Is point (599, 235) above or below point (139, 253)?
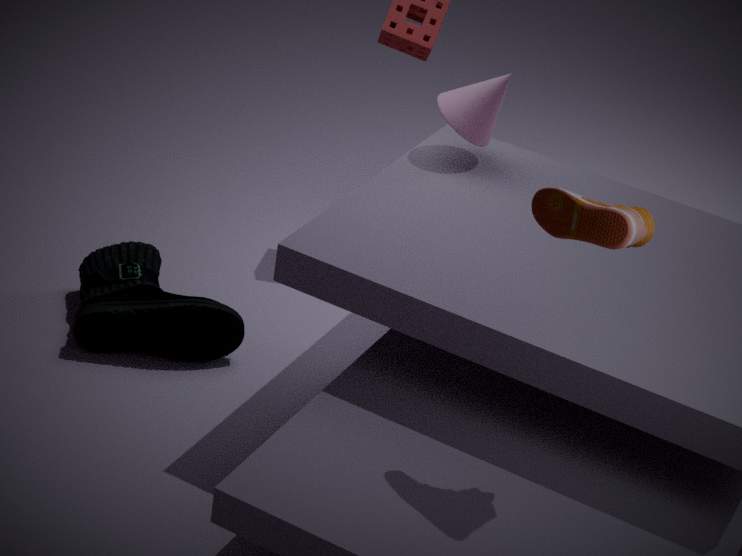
above
